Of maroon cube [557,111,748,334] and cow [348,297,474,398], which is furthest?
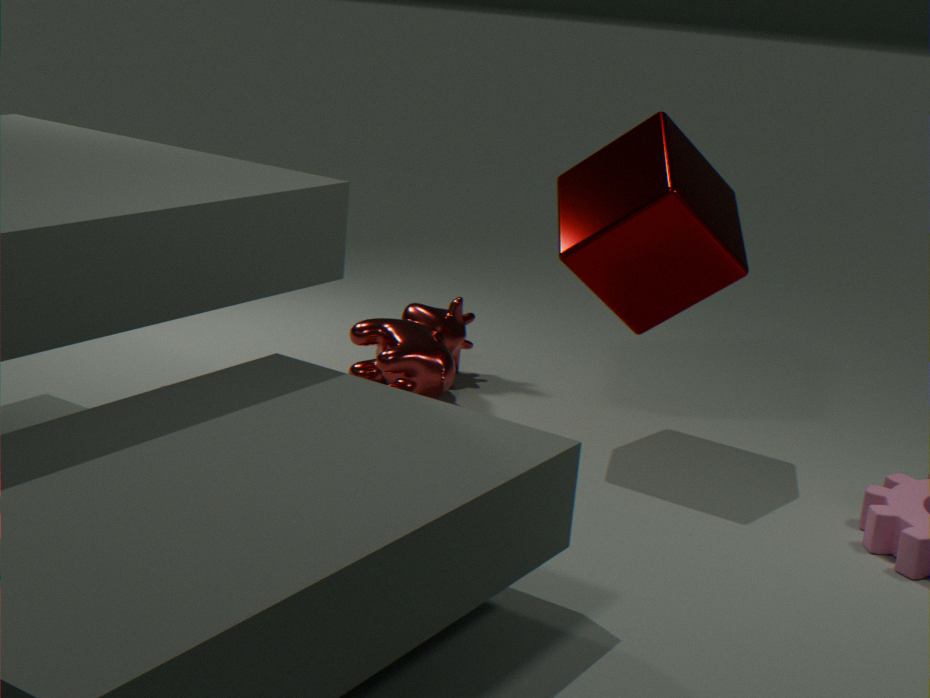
cow [348,297,474,398]
